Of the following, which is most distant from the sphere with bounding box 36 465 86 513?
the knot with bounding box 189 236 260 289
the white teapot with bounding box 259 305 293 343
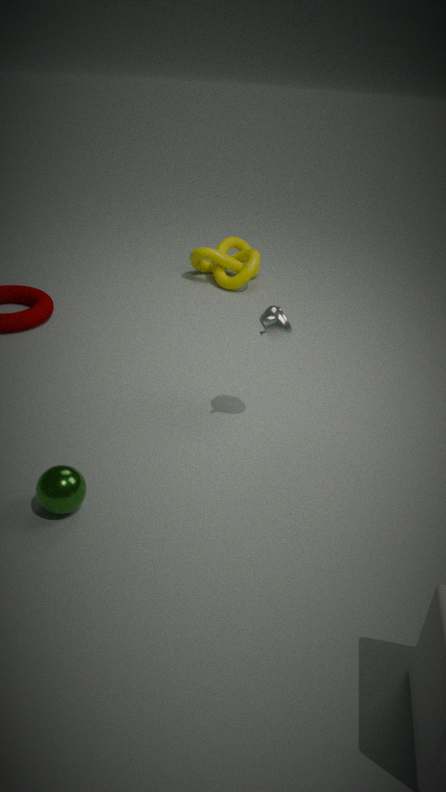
the knot with bounding box 189 236 260 289
